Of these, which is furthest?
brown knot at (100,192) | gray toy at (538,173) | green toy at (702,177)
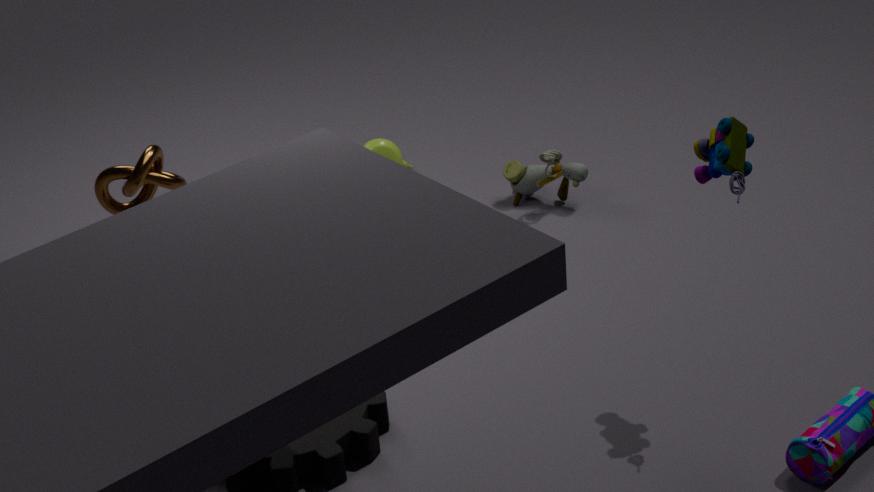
gray toy at (538,173)
